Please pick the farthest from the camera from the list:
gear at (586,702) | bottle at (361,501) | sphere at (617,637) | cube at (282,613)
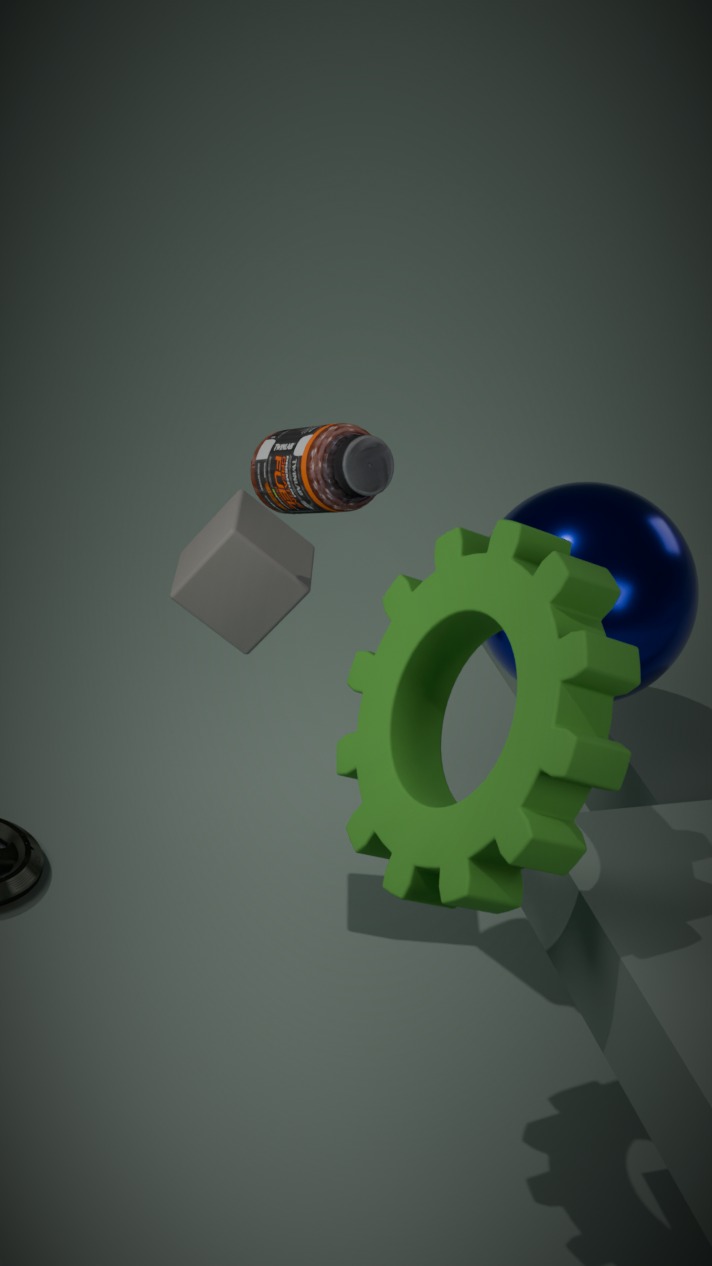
cube at (282,613)
